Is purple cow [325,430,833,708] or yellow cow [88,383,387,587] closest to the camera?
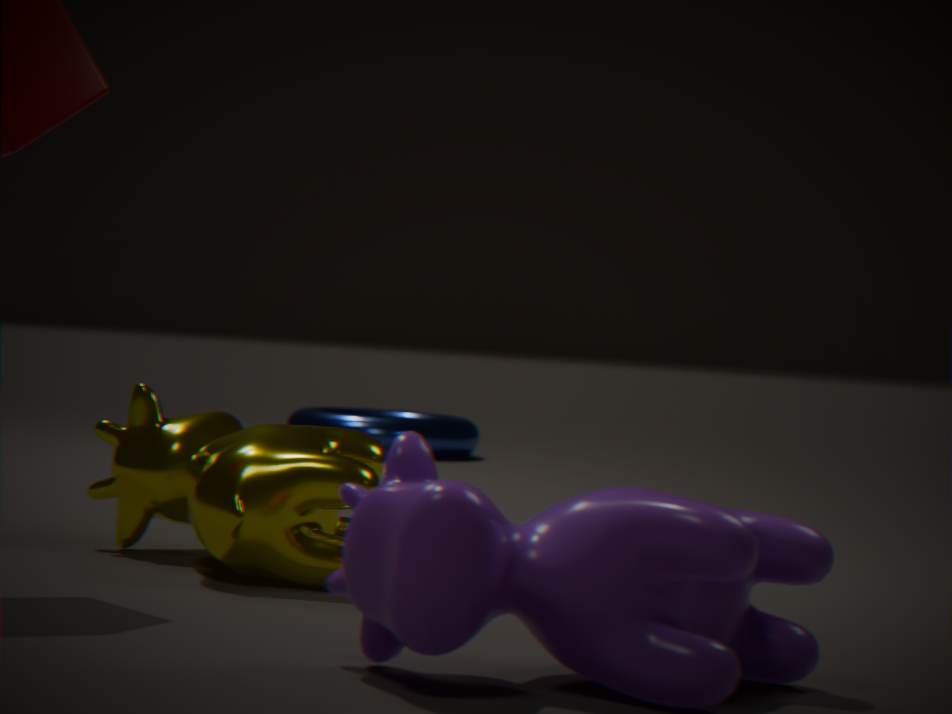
purple cow [325,430,833,708]
